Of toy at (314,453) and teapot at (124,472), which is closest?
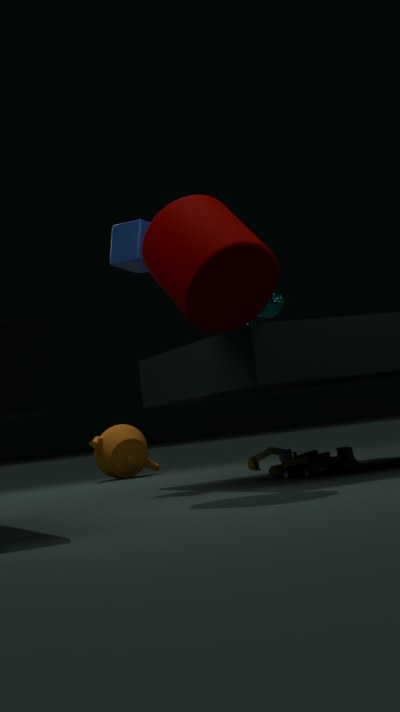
toy at (314,453)
